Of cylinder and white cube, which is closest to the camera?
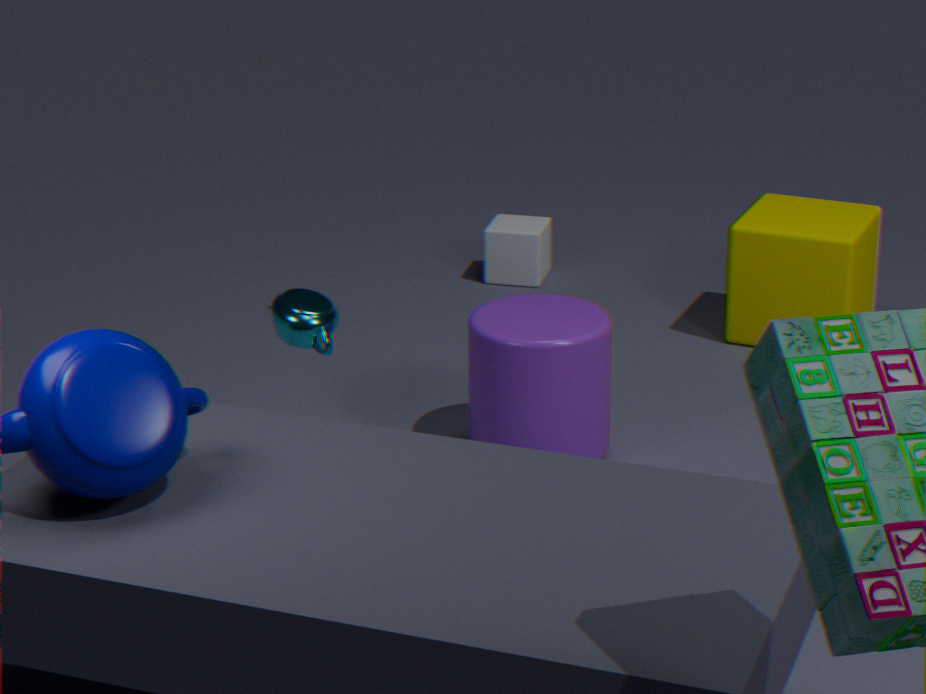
cylinder
